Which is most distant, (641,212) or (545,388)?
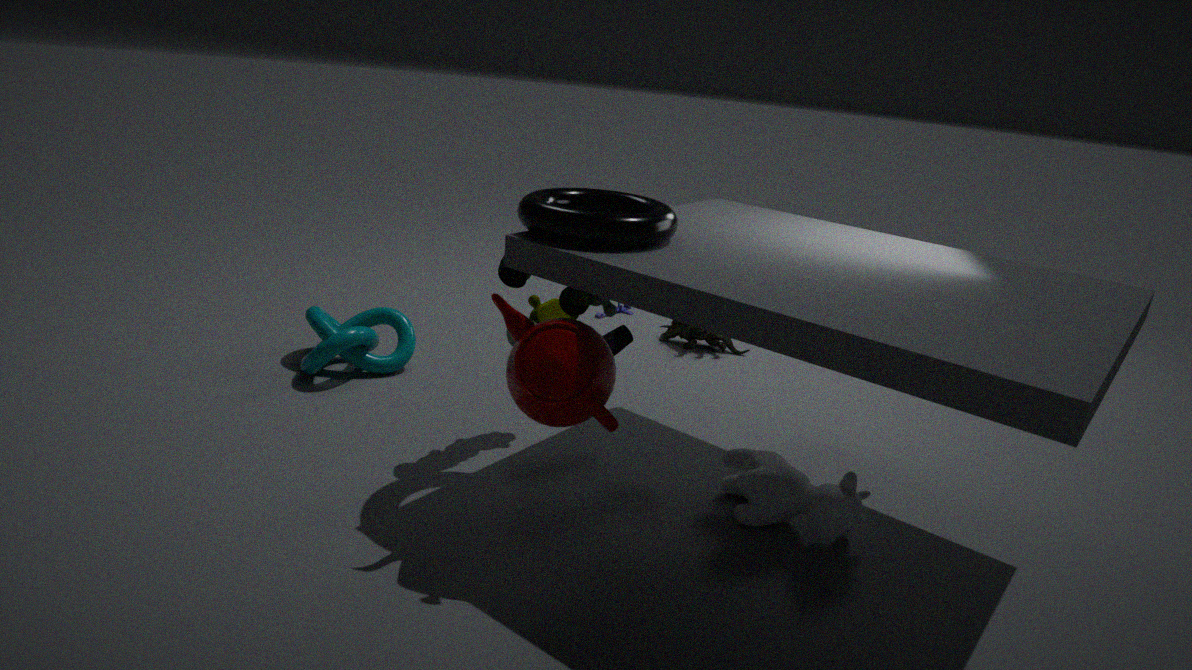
(641,212)
